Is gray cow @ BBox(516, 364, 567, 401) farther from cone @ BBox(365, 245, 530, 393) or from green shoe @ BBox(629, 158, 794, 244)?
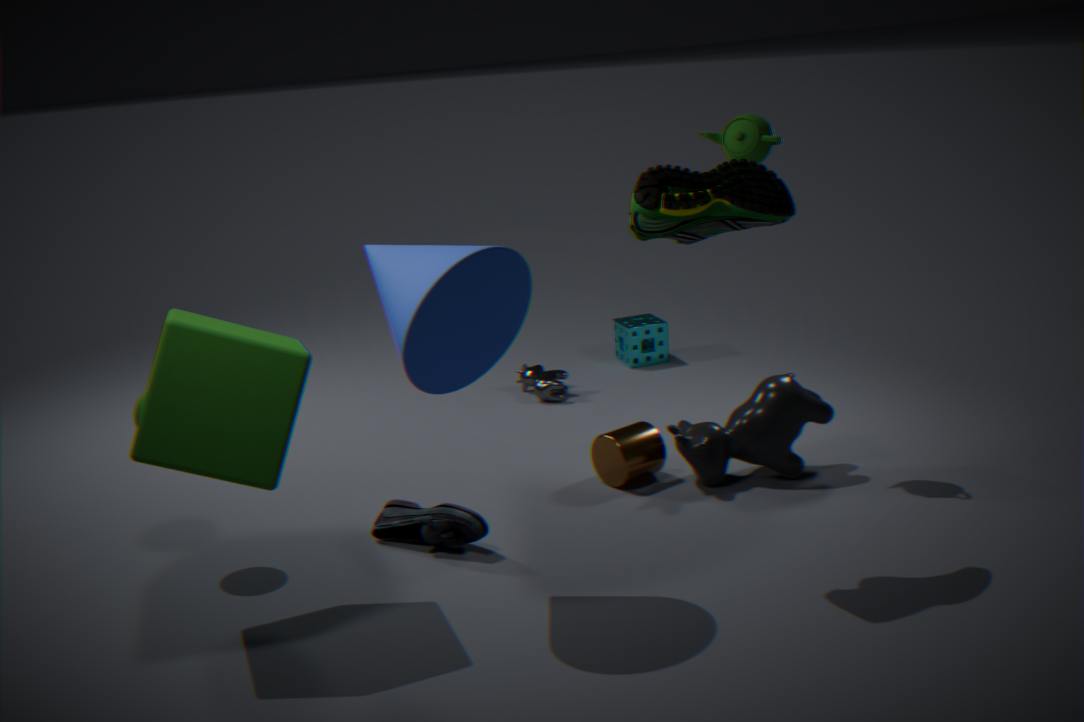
green shoe @ BBox(629, 158, 794, 244)
